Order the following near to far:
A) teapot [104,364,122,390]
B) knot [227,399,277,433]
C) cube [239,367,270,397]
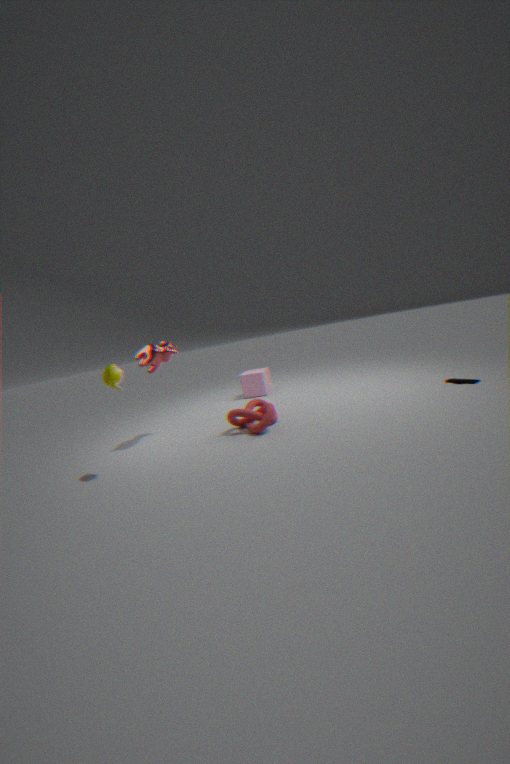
1. teapot [104,364,122,390]
2. knot [227,399,277,433]
3. cube [239,367,270,397]
